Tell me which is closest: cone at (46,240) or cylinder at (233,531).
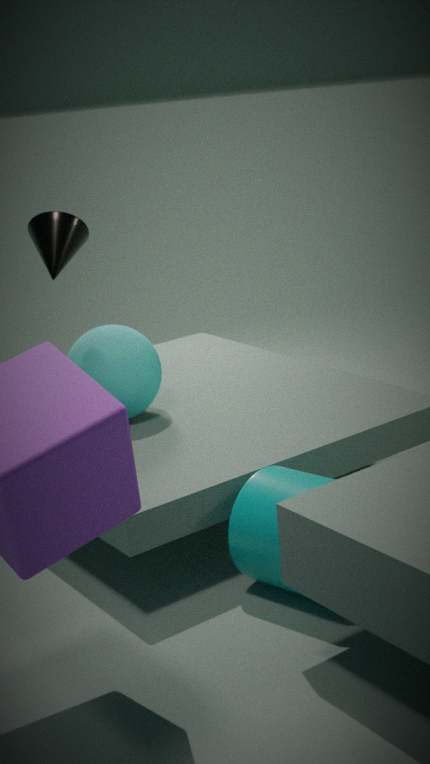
cylinder at (233,531)
